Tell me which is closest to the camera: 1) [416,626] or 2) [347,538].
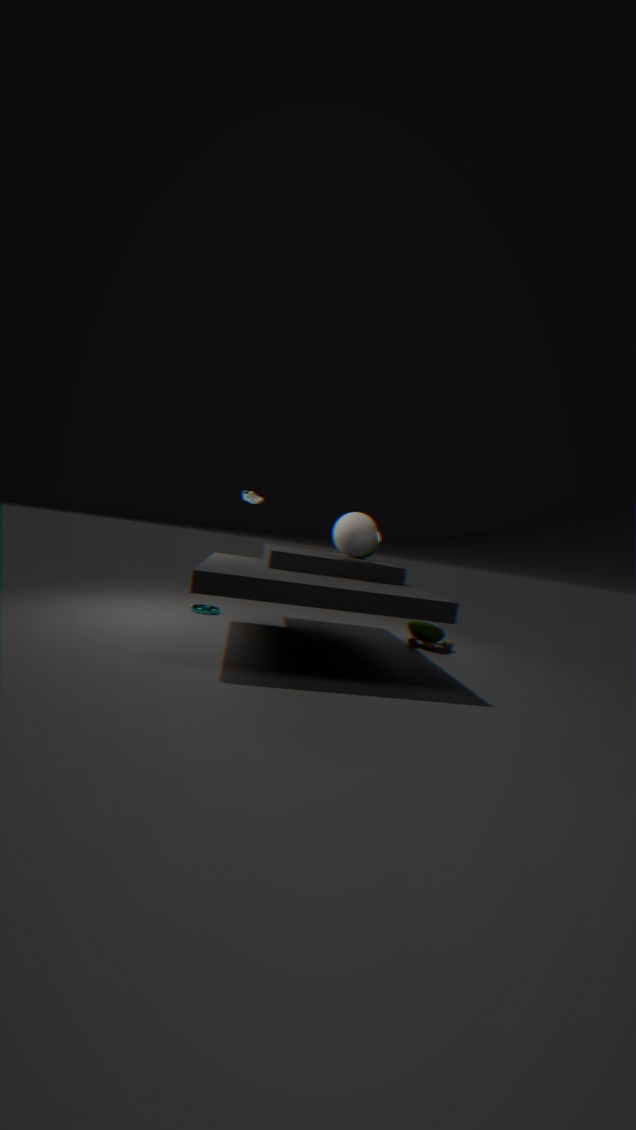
2. [347,538]
